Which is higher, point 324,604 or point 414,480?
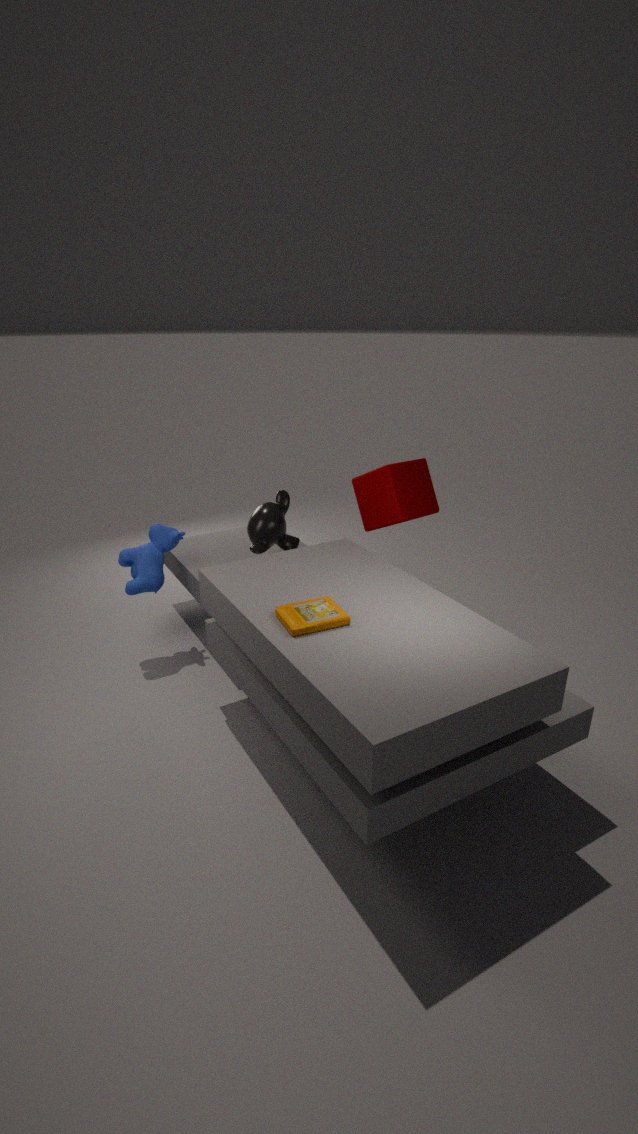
point 414,480
